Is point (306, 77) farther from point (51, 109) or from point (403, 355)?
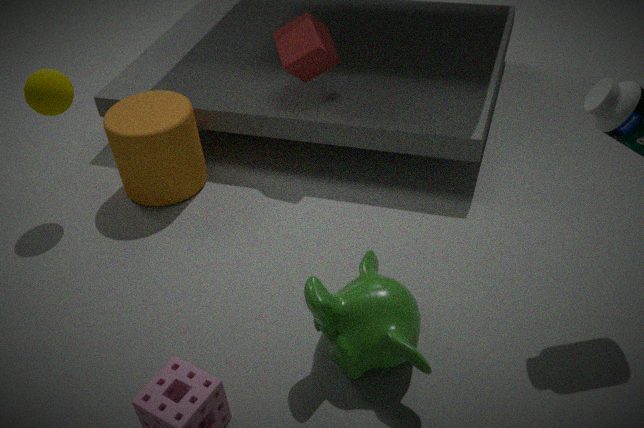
point (403, 355)
